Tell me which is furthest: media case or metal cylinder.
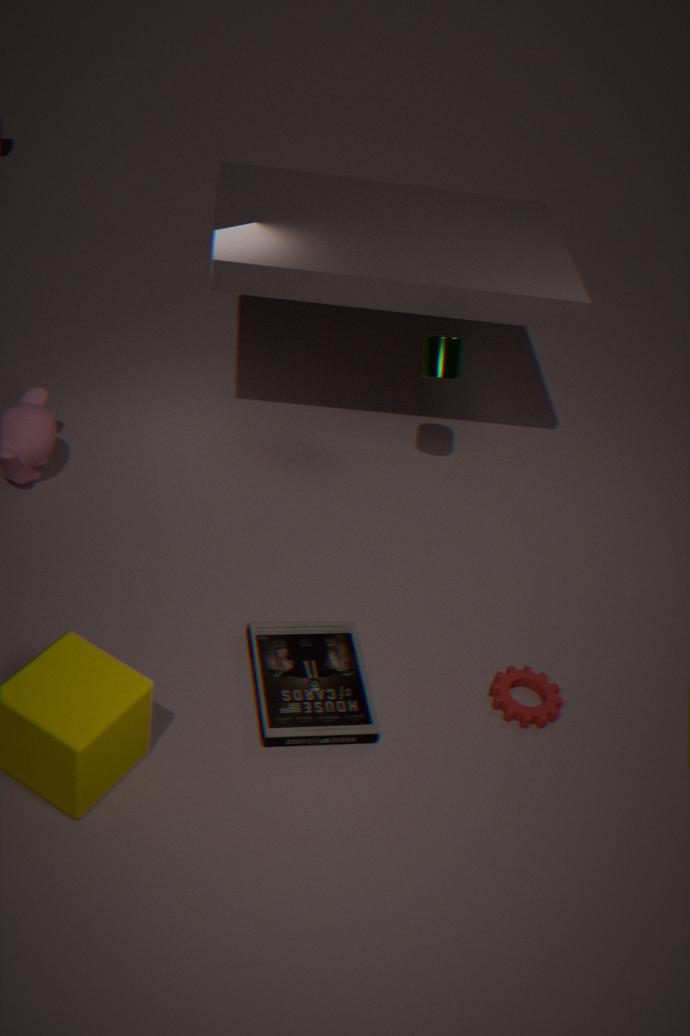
metal cylinder
